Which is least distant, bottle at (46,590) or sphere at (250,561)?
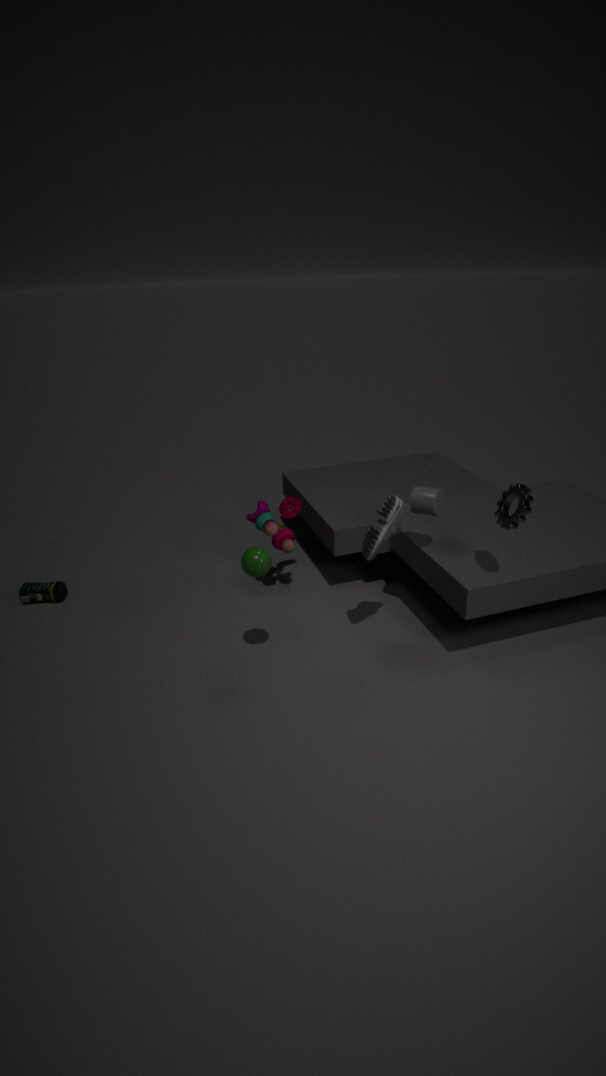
sphere at (250,561)
